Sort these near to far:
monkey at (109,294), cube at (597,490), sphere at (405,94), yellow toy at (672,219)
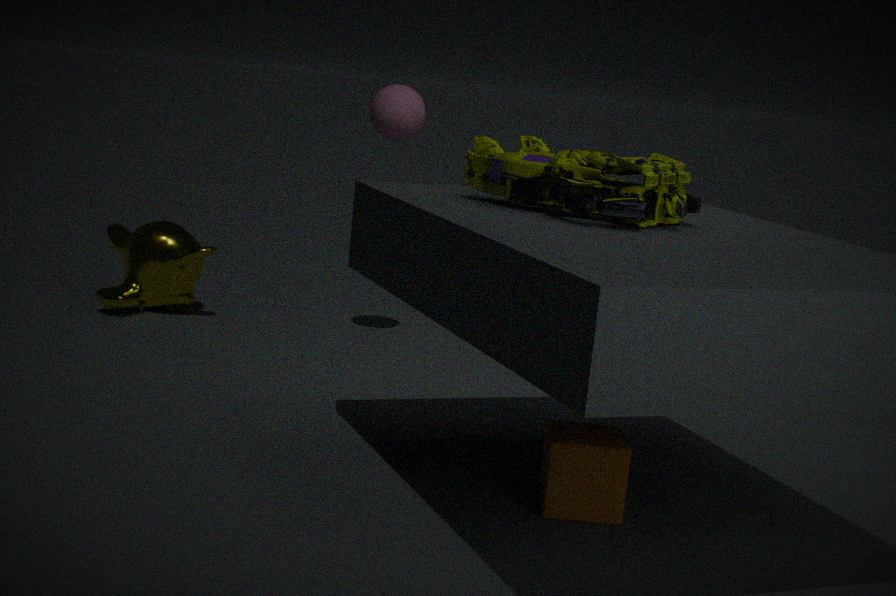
yellow toy at (672,219), cube at (597,490), sphere at (405,94), monkey at (109,294)
